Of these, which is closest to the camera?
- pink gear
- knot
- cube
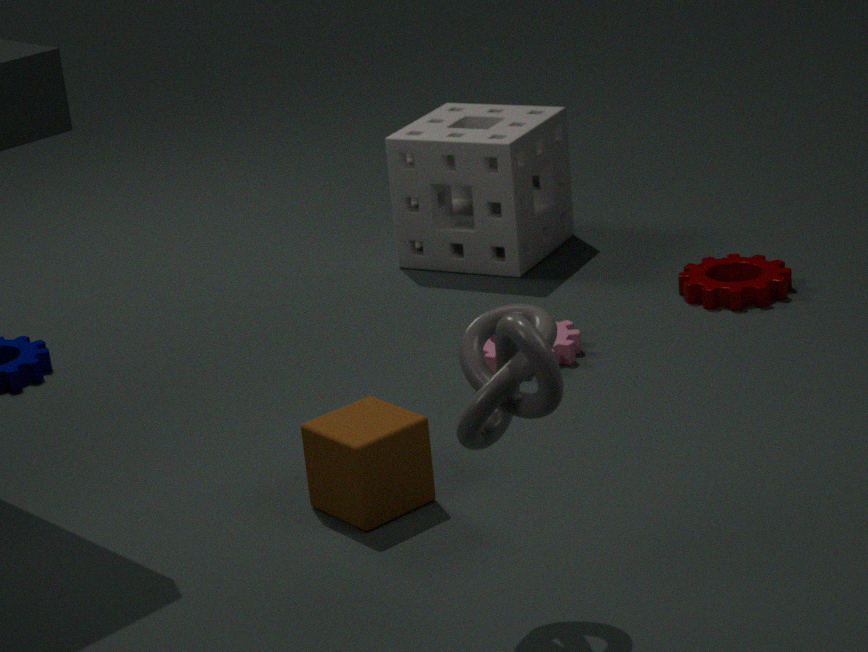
knot
